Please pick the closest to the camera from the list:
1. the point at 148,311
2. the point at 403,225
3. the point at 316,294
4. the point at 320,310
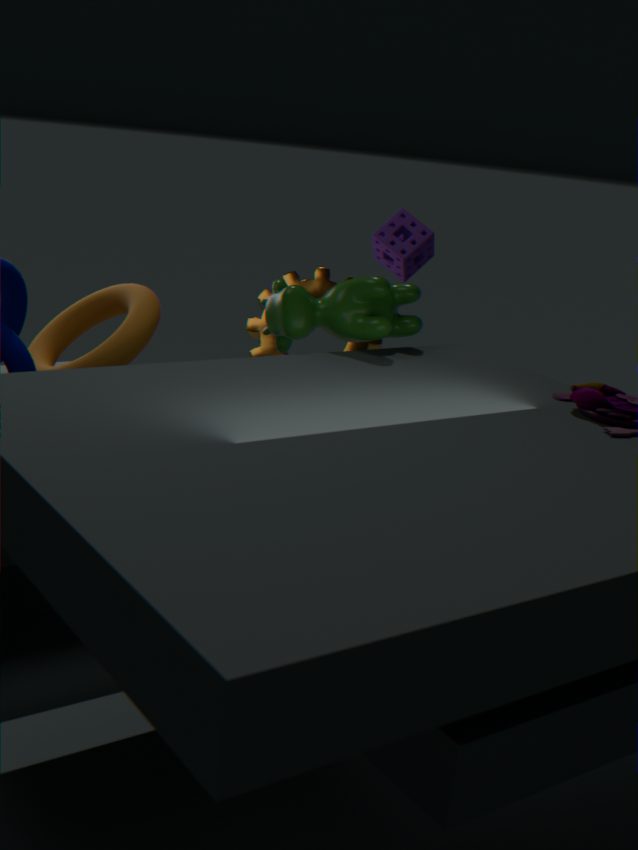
the point at 320,310
